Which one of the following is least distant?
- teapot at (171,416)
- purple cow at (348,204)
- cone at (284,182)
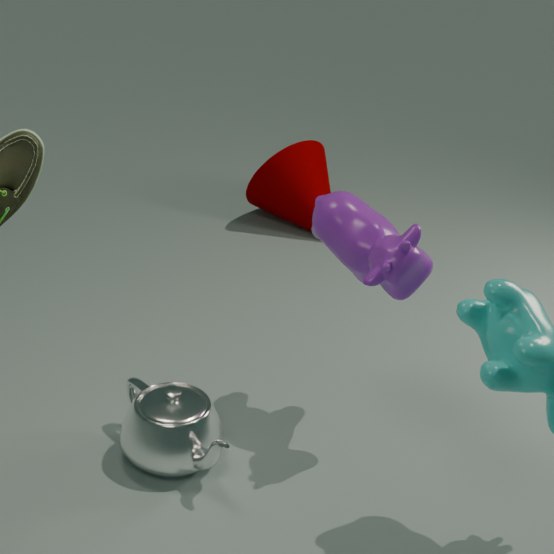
purple cow at (348,204)
